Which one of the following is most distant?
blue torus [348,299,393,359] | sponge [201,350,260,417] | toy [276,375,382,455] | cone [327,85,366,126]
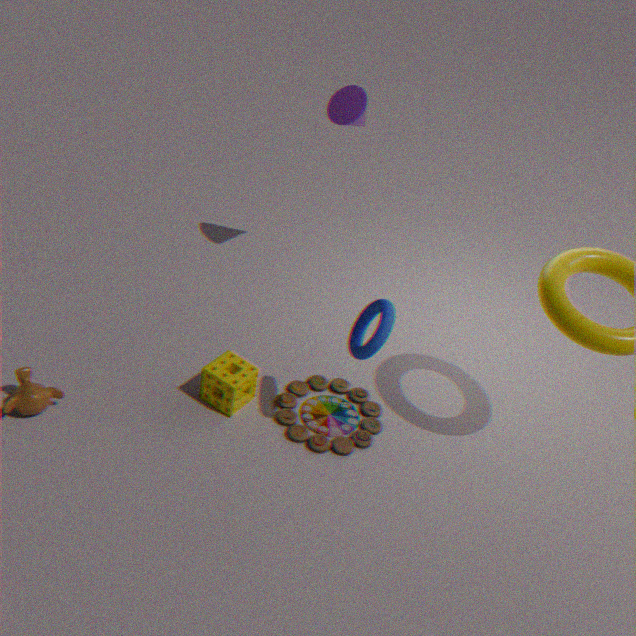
cone [327,85,366,126]
